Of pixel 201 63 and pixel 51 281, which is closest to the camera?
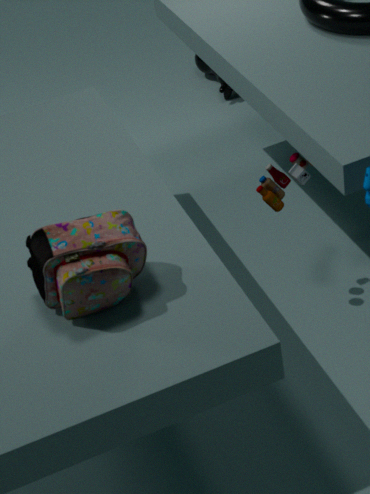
pixel 51 281
